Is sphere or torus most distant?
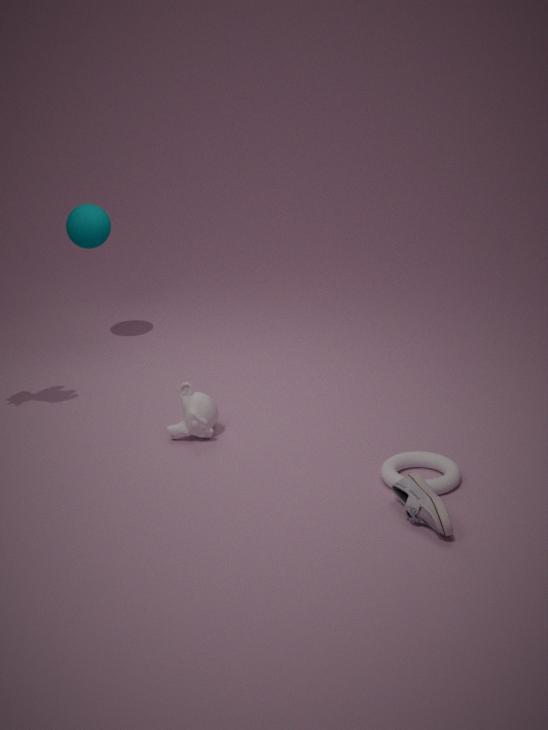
sphere
